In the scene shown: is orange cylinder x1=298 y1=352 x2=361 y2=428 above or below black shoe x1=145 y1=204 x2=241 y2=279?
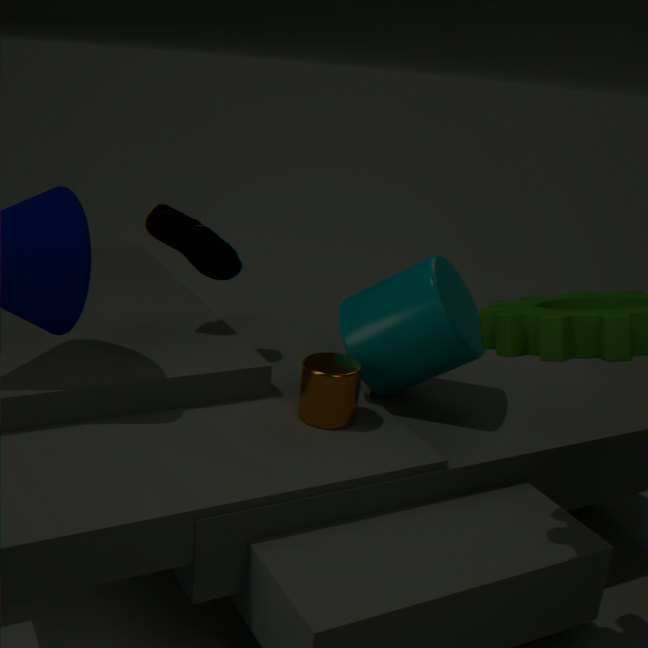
below
